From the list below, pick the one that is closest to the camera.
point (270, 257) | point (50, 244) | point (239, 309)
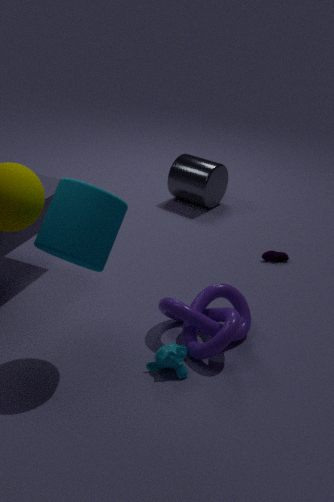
point (50, 244)
